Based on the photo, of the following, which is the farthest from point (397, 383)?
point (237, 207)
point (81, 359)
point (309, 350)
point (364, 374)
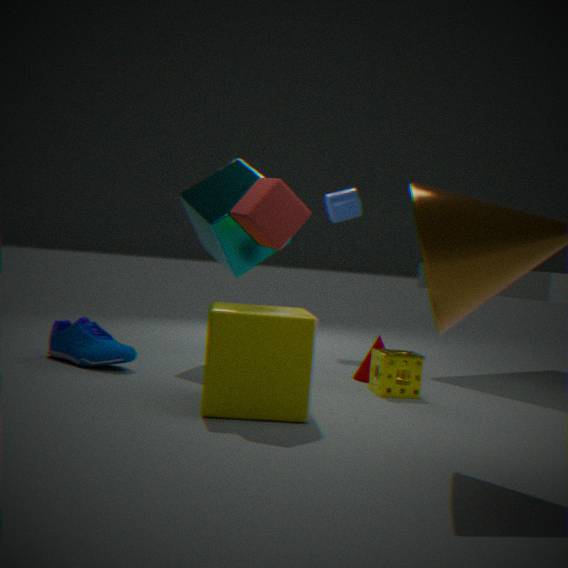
point (81, 359)
